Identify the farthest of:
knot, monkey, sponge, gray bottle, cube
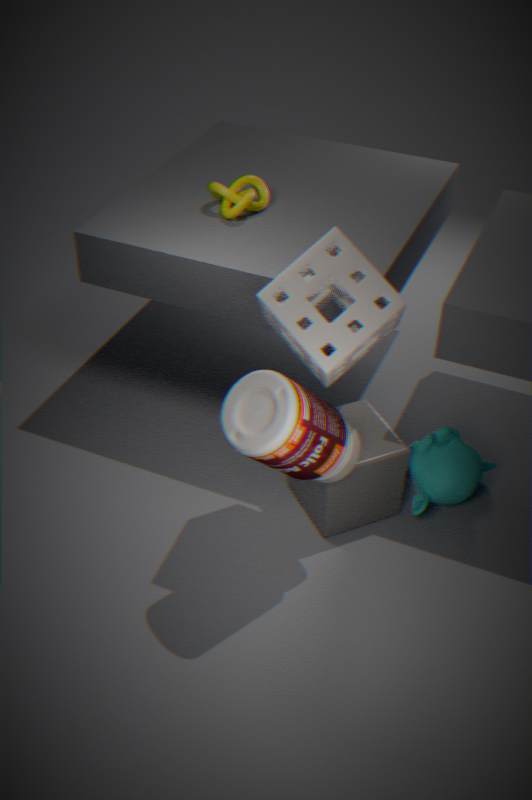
knot
